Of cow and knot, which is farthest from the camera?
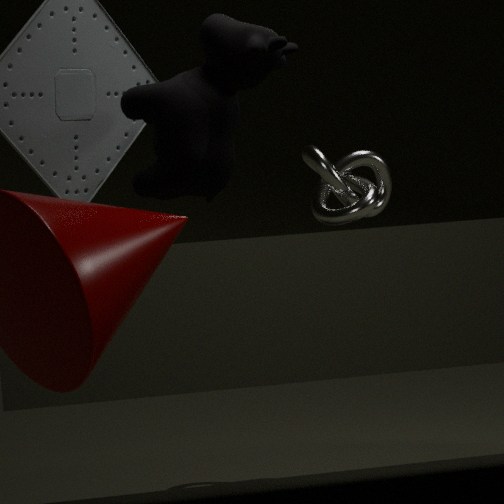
knot
